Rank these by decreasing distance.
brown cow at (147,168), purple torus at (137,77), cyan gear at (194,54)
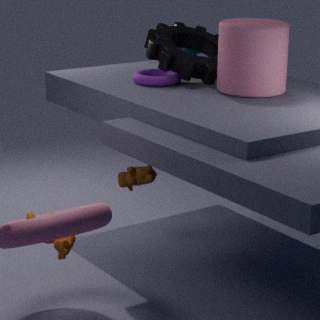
cyan gear at (194,54), brown cow at (147,168), purple torus at (137,77)
